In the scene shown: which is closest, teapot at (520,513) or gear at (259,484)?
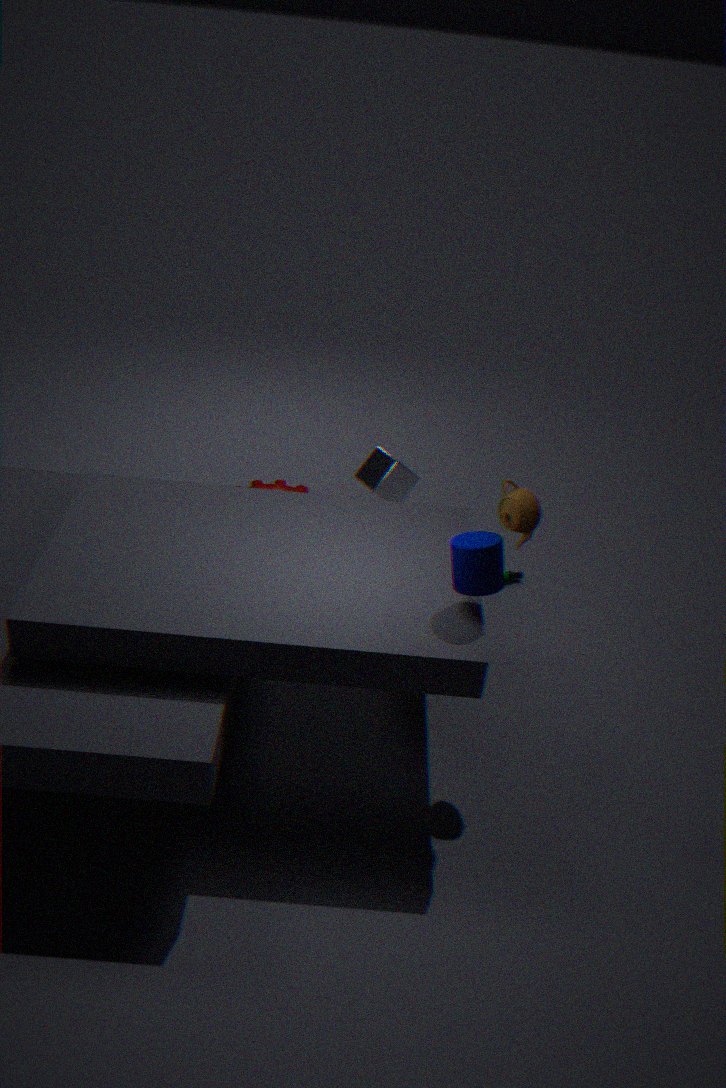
teapot at (520,513)
